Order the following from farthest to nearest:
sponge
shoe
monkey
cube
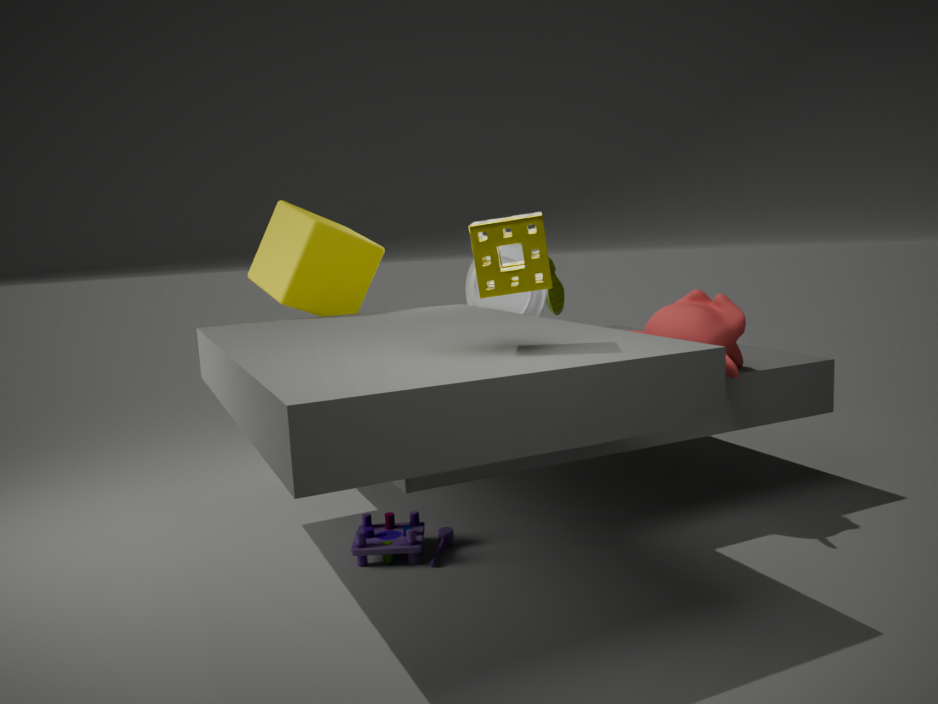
shoe
cube
monkey
sponge
